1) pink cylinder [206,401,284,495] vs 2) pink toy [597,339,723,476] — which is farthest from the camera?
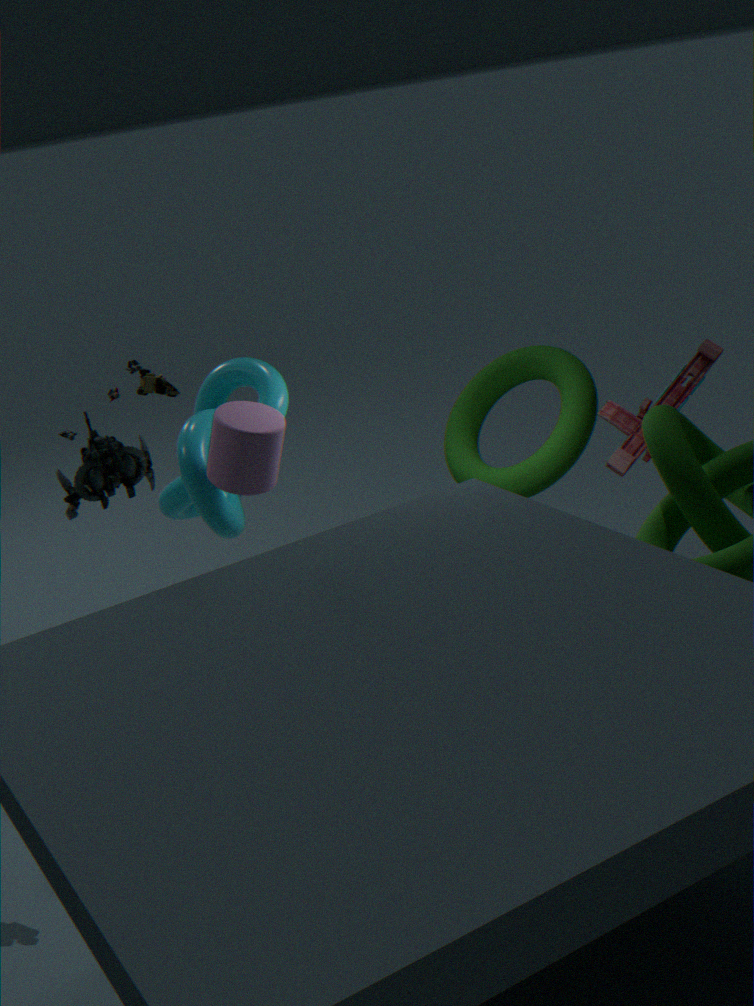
2. pink toy [597,339,723,476]
